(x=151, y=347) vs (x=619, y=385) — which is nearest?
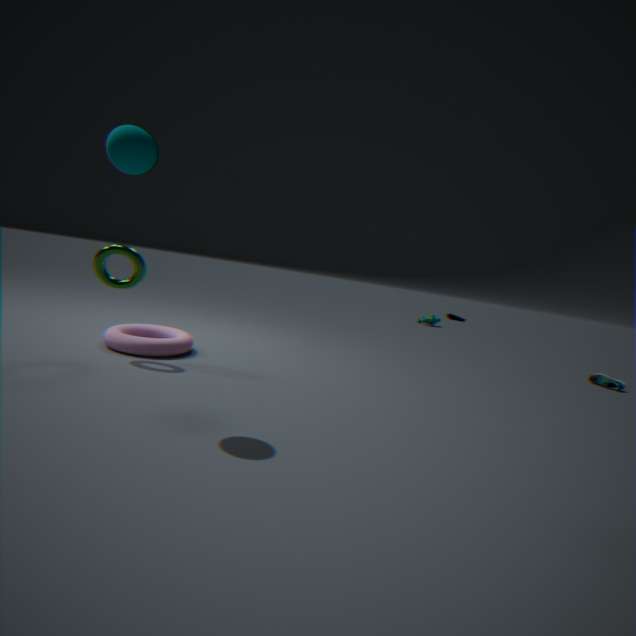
(x=151, y=347)
